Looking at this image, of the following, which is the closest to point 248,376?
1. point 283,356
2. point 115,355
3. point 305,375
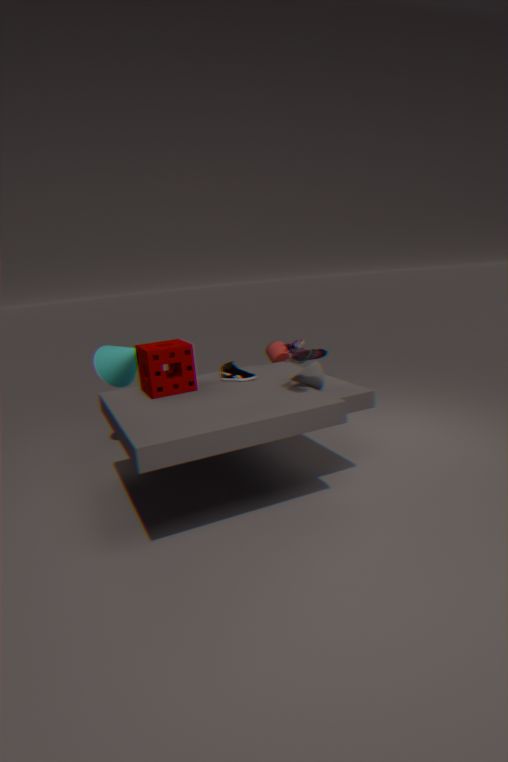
point 305,375
